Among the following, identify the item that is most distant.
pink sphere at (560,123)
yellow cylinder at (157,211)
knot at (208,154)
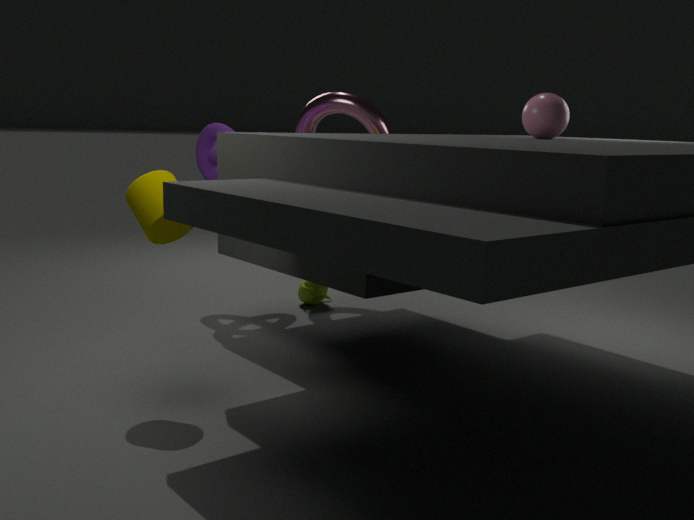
knot at (208,154)
